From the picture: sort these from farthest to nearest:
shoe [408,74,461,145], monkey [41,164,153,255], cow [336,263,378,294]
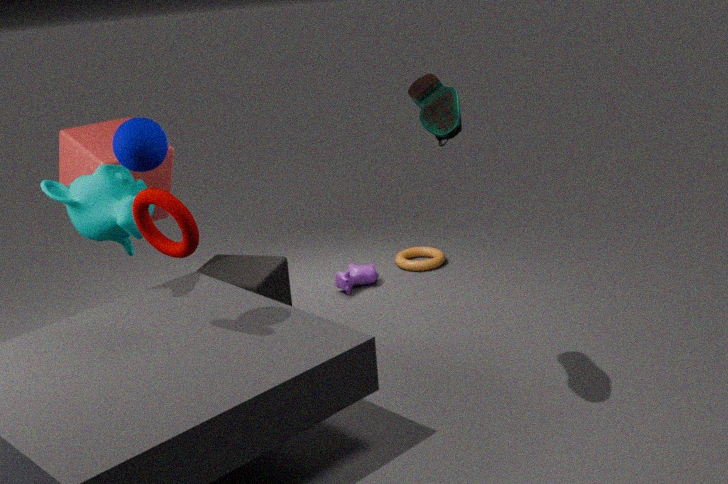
cow [336,263,378,294], monkey [41,164,153,255], shoe [408,74,461,145]
